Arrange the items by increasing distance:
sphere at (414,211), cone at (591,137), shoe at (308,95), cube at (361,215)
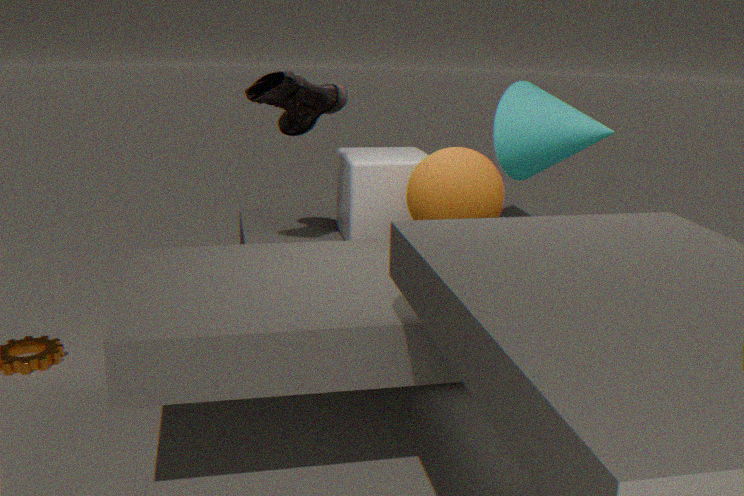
sphere at (414,211) < shoe at (308,95) < cube at (361,215) < cone at (591,137)
